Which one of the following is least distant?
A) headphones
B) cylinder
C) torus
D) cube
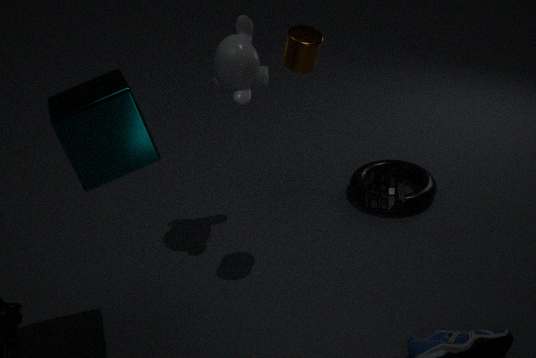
headphones
